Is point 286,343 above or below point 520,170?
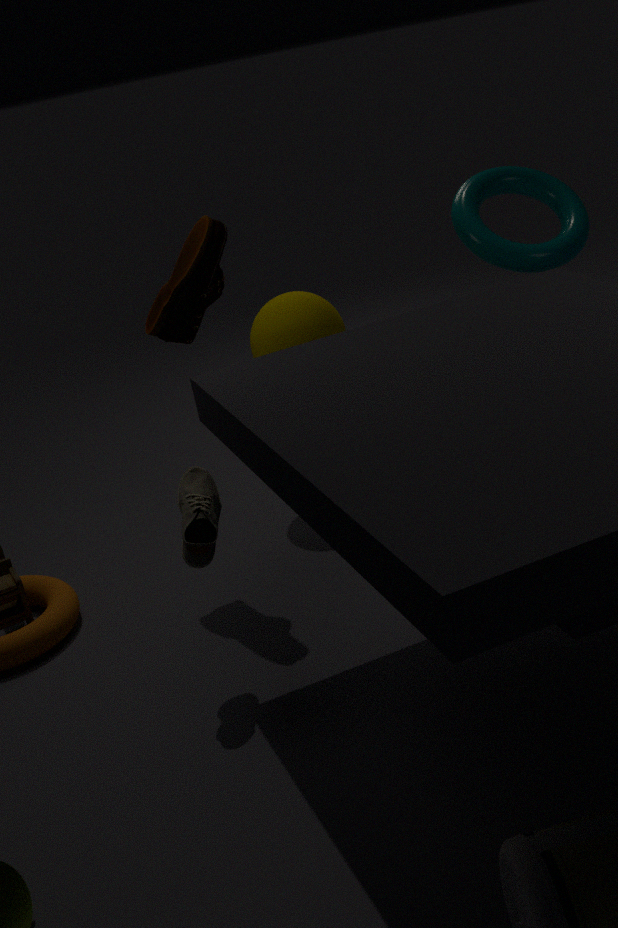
below
